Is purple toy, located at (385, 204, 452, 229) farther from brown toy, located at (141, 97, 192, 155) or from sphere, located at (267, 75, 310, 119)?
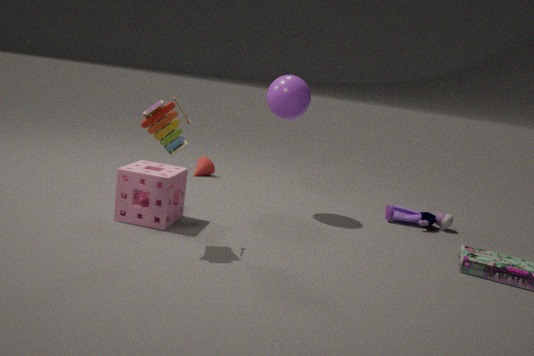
brown toy, located at (141, 97, 192, 155)
